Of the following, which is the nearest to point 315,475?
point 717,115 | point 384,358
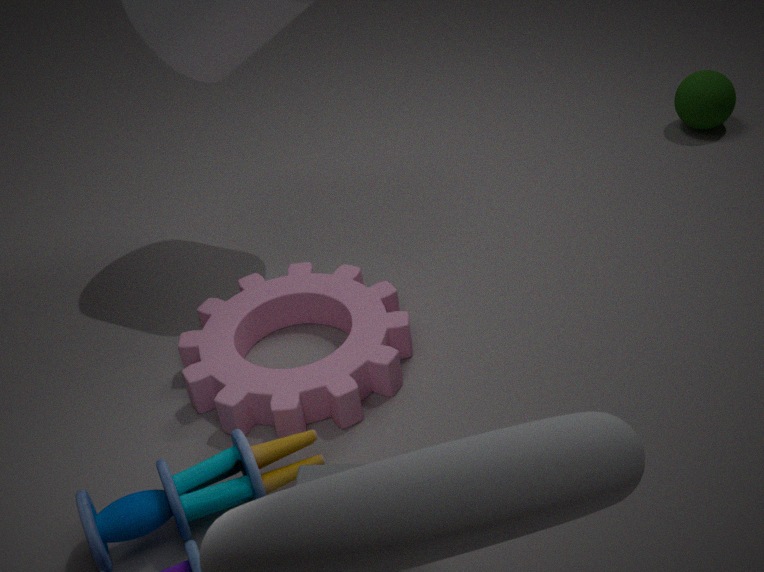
point 384,358
